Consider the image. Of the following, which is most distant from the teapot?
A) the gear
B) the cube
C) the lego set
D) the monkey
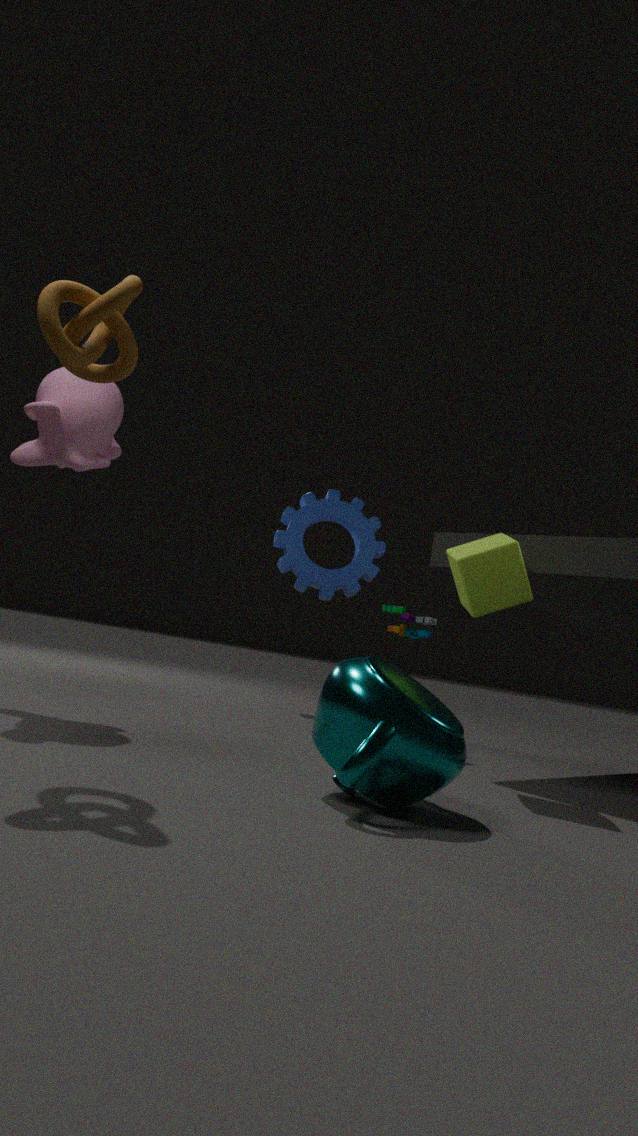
the gear
